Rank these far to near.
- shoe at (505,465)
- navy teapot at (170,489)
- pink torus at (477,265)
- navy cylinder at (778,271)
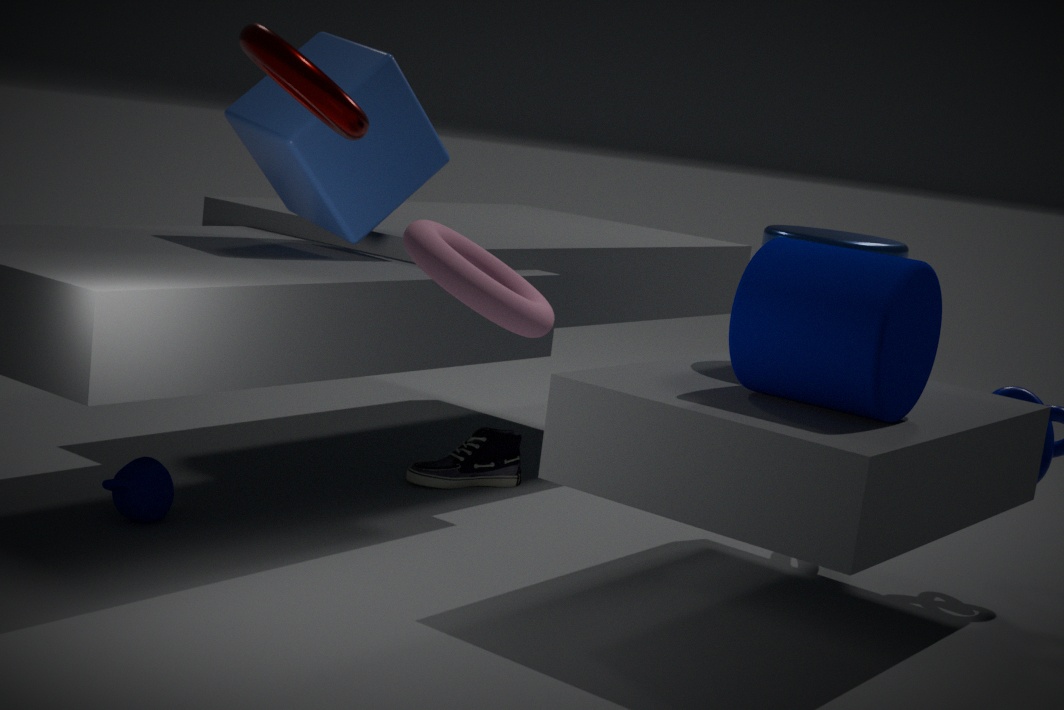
shoe at (505,465)
navy teapot at (170,489)
navy cylinder at (778,271)
pink torus at (477,265)
